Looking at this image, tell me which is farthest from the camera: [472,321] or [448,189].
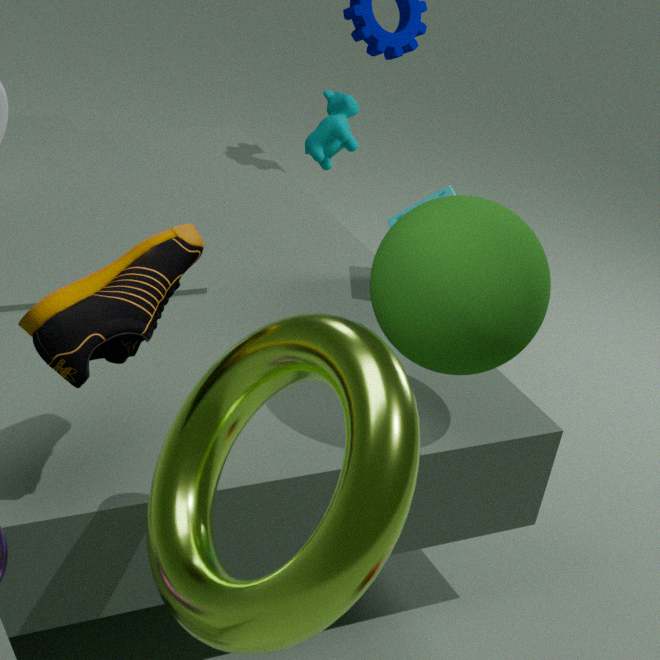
[448,189]
